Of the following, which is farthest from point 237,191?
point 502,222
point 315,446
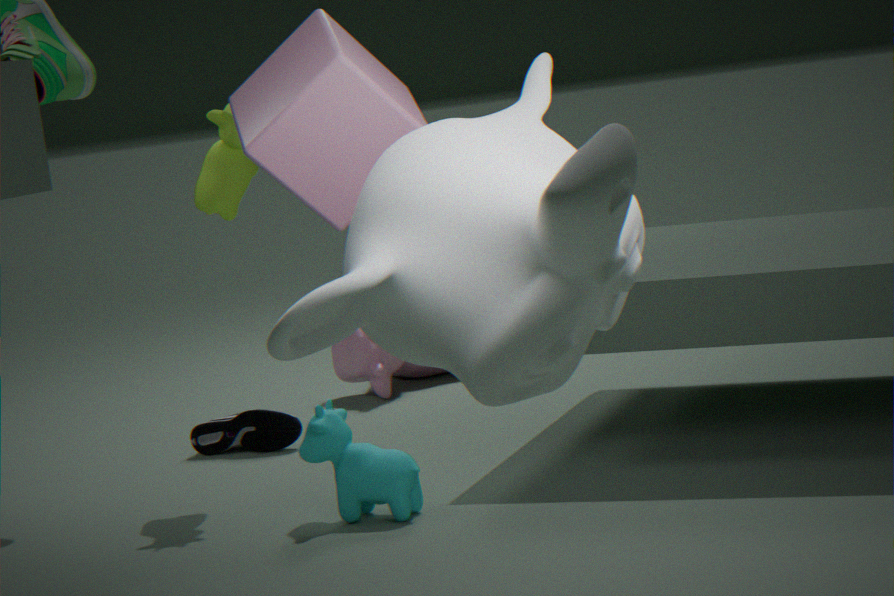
point 502,222
